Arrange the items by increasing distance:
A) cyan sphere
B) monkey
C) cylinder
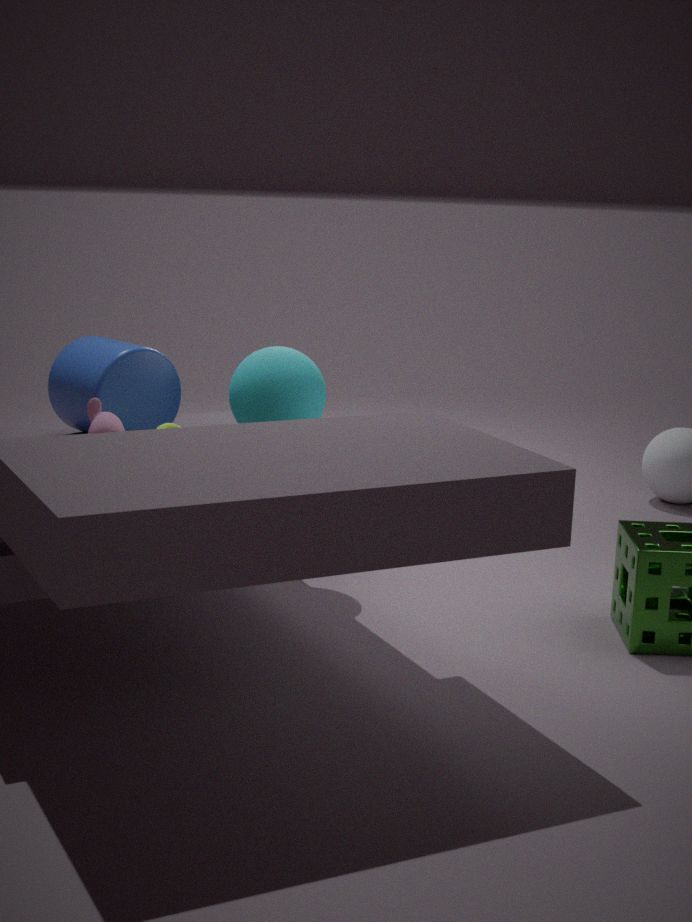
monkey → cylinder → cyan sphere
